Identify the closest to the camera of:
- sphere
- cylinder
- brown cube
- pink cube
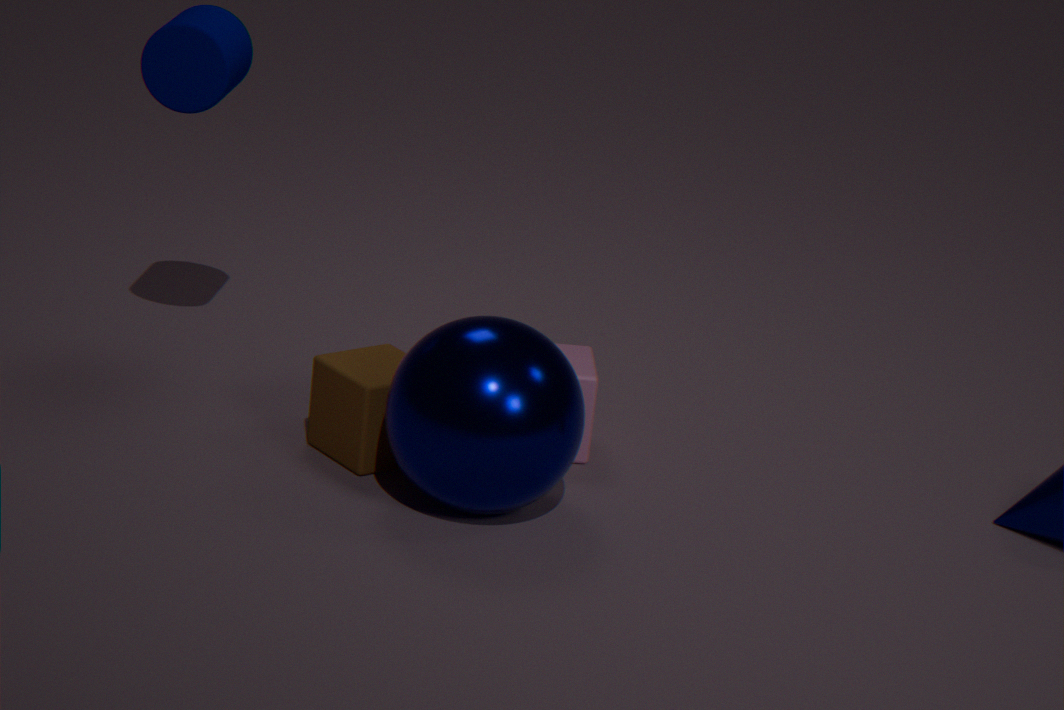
sphere
